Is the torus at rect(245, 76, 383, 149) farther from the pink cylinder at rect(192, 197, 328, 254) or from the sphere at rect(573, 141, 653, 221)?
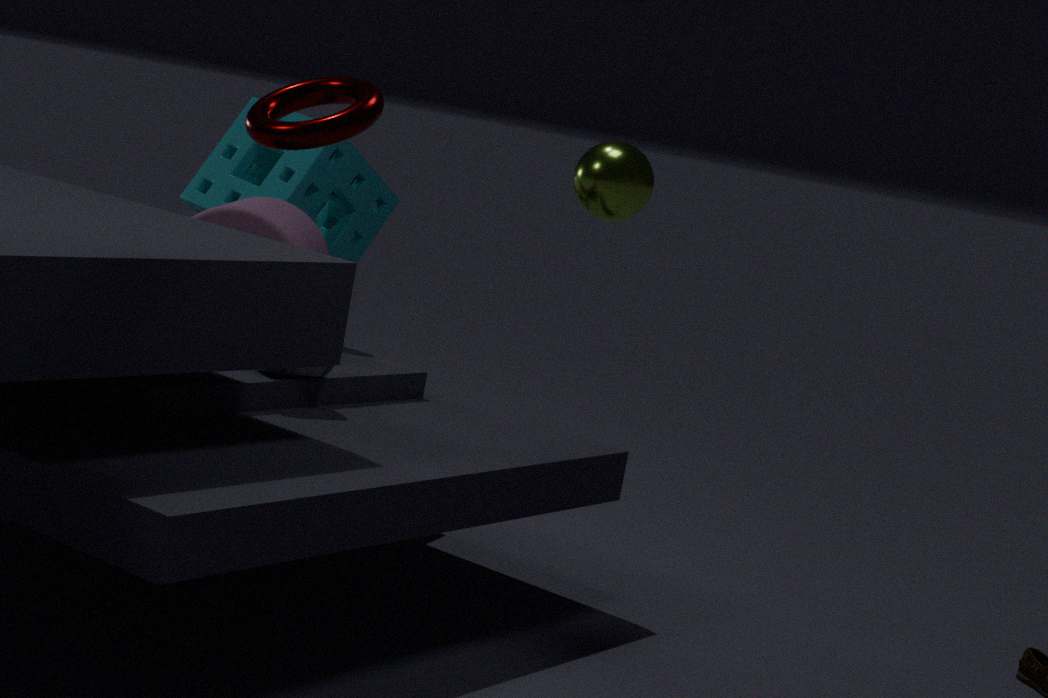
the pink cylinder at rect(192, 197, 328, 254)
